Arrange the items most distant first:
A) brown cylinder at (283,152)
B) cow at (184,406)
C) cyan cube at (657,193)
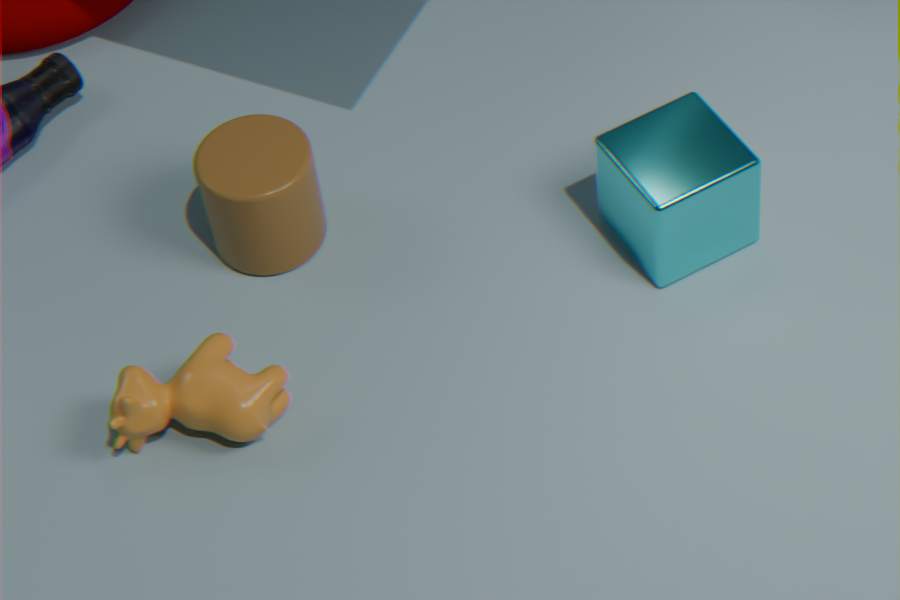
→ brown cylinder at (283,152), cyan cube at (657,193), cow at (184,406)
